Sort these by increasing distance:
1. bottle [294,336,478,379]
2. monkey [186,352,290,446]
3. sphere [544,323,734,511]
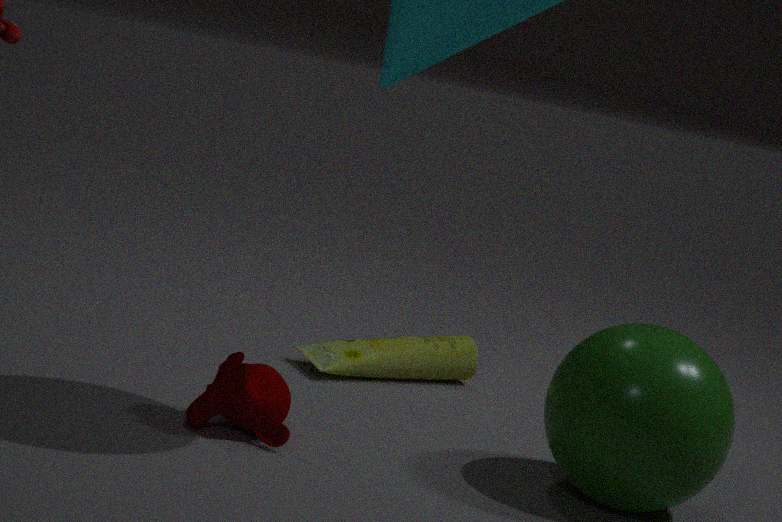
sphere [544,323,734,511], monkey [186,352,290,446], bottle [294,336,478,379]
